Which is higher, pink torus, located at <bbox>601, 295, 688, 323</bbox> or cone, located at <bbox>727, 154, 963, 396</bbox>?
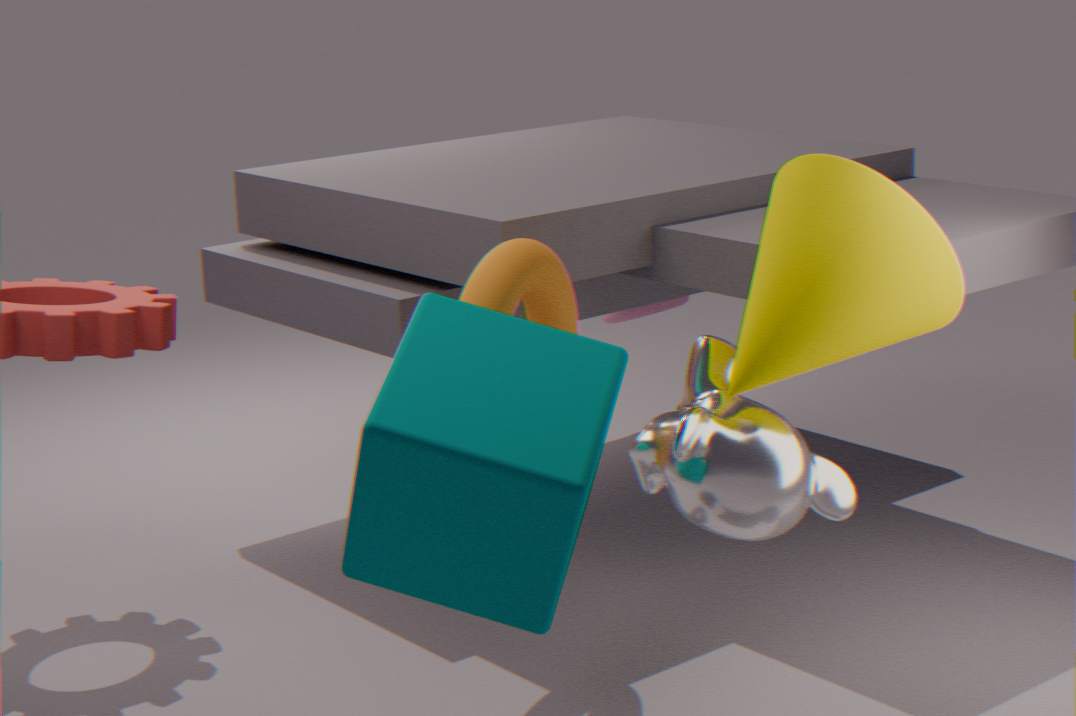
cone, located at <bbox>727, 154, 963, 396</bbox>
